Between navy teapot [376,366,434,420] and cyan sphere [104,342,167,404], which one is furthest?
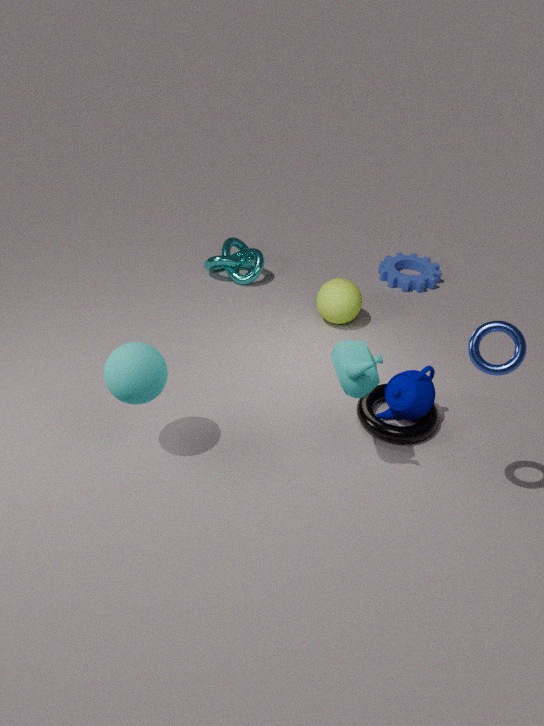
navy teapot [376,366,434,420]
